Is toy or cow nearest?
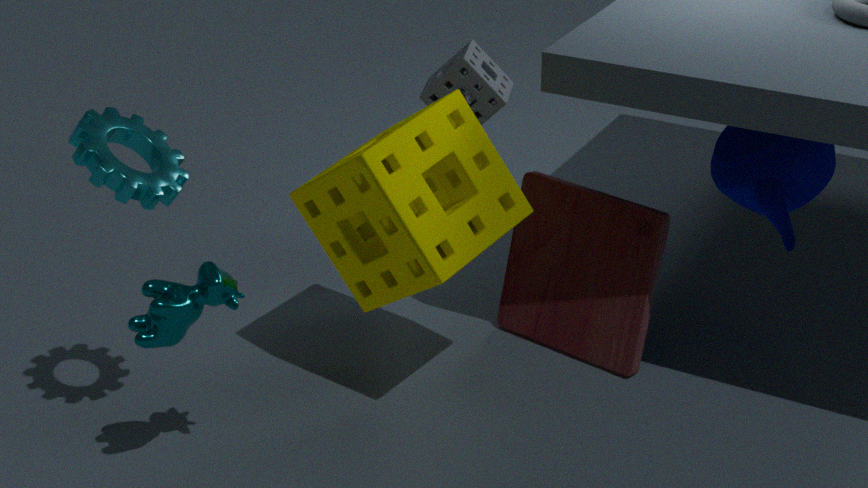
cow
